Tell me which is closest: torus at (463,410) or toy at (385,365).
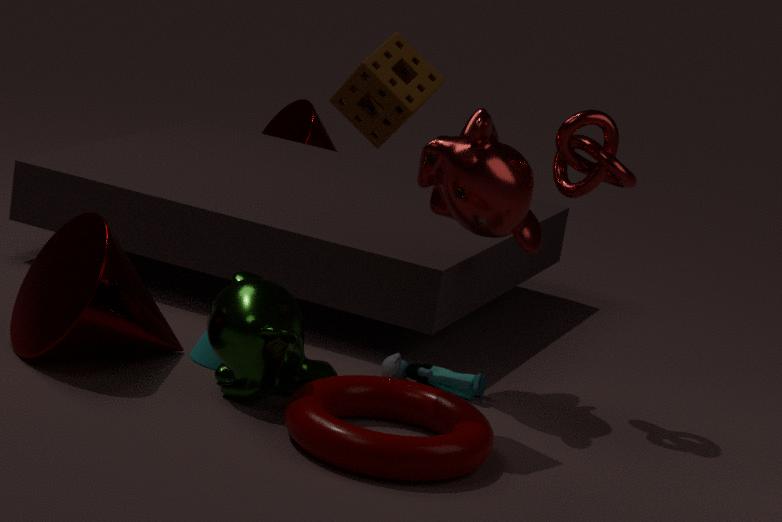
torus at (463,410)
